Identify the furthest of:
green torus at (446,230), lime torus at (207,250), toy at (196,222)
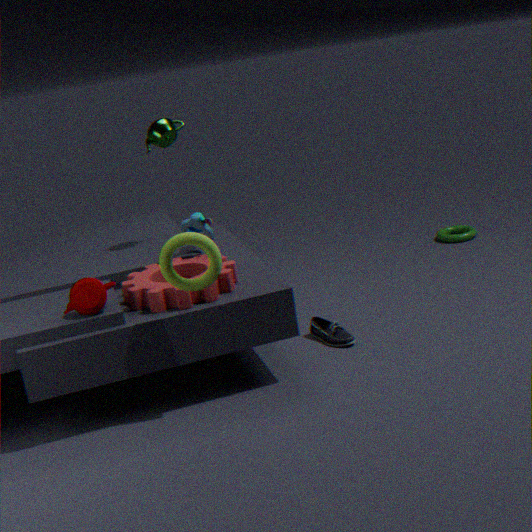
green torus at (446,230)
